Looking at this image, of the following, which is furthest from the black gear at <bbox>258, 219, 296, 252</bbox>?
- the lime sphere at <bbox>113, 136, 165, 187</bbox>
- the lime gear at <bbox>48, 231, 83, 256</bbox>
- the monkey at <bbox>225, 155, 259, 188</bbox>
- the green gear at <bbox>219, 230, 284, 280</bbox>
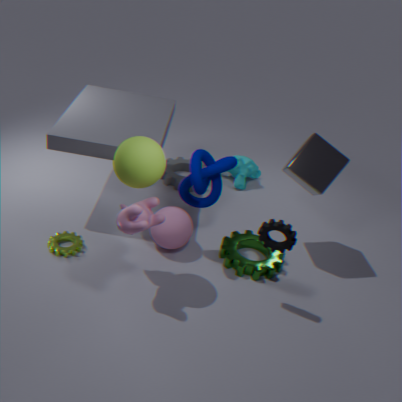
the monkey at <bbox>225, 155, 259, 188</bbox>
